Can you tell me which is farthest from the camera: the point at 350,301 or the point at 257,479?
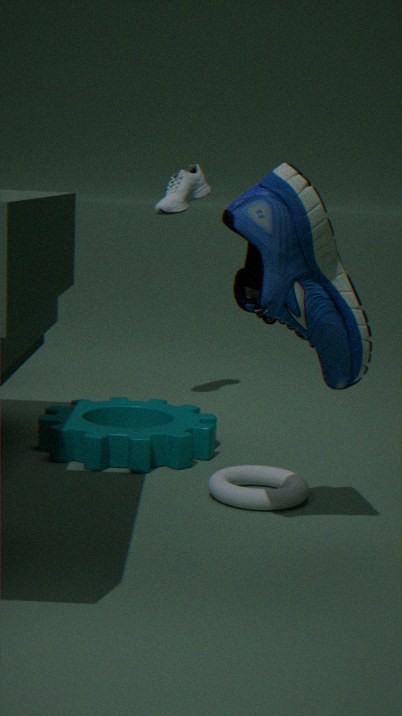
the point at 257,479
